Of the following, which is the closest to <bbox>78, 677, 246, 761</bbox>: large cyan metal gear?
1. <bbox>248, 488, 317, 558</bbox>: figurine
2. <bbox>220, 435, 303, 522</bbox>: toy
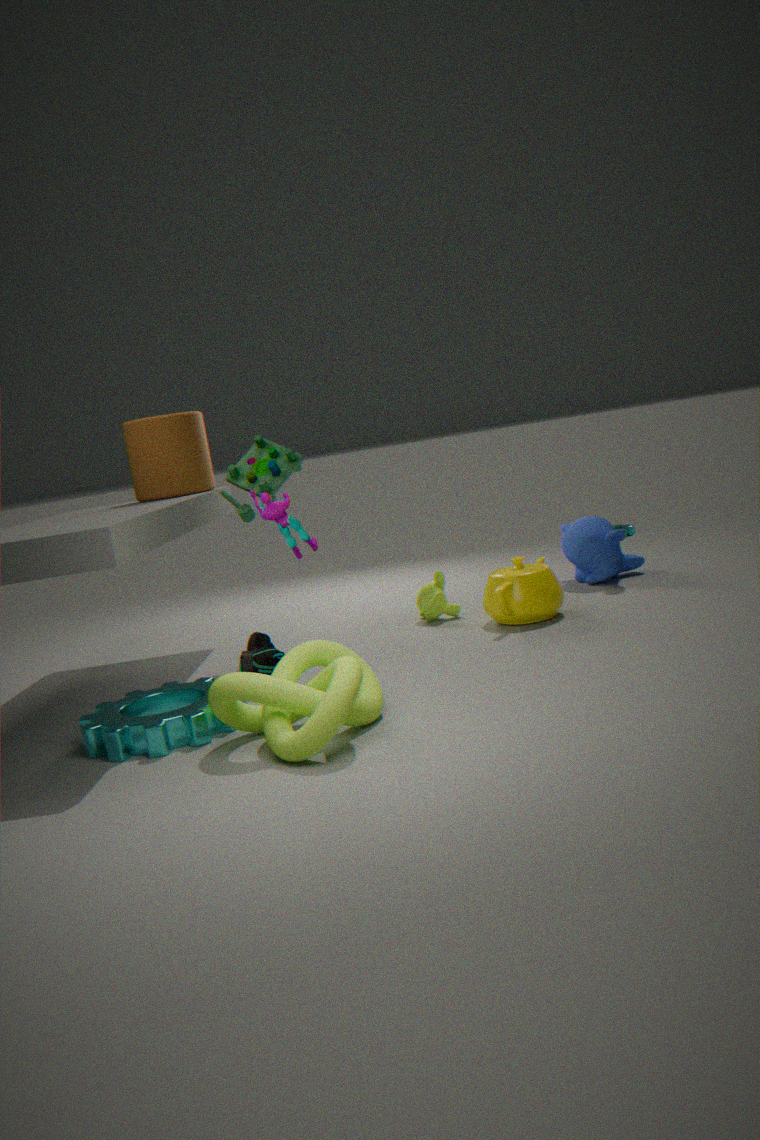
<bbox>248, 488, 317, 558</bbox>: figurine
